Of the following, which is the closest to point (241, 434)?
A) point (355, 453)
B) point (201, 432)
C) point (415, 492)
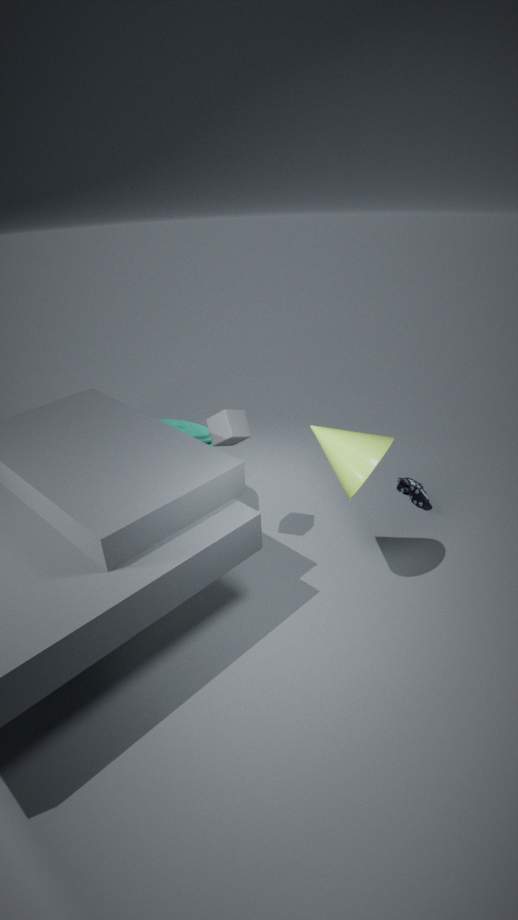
point (201, 432)
